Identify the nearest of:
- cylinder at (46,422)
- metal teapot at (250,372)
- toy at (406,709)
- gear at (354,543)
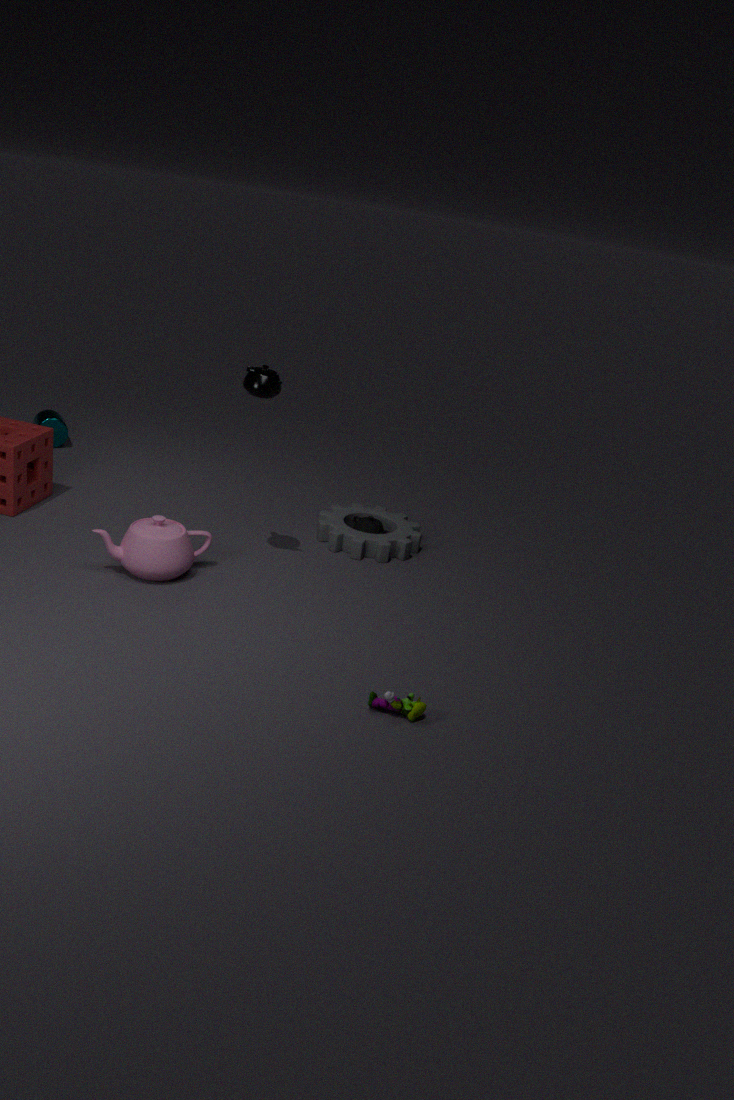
toy at (406,709)
